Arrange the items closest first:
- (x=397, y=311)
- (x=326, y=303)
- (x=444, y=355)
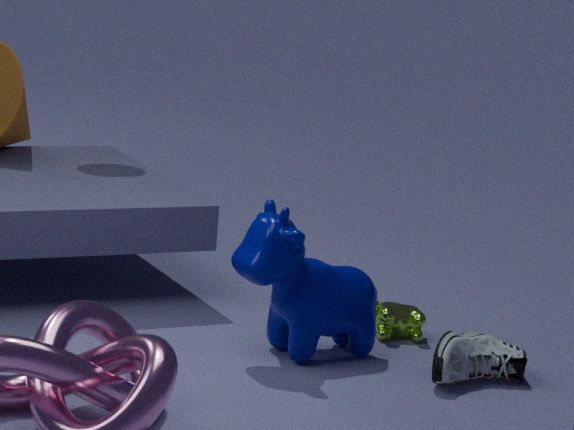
(x=444, y=355), (x=326, y=303), (x=397, y=311)
